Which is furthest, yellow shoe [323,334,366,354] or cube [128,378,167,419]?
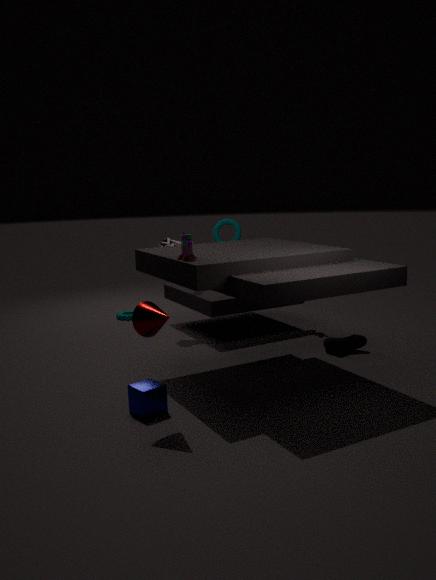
yellow shoe [323,334,366,354]
